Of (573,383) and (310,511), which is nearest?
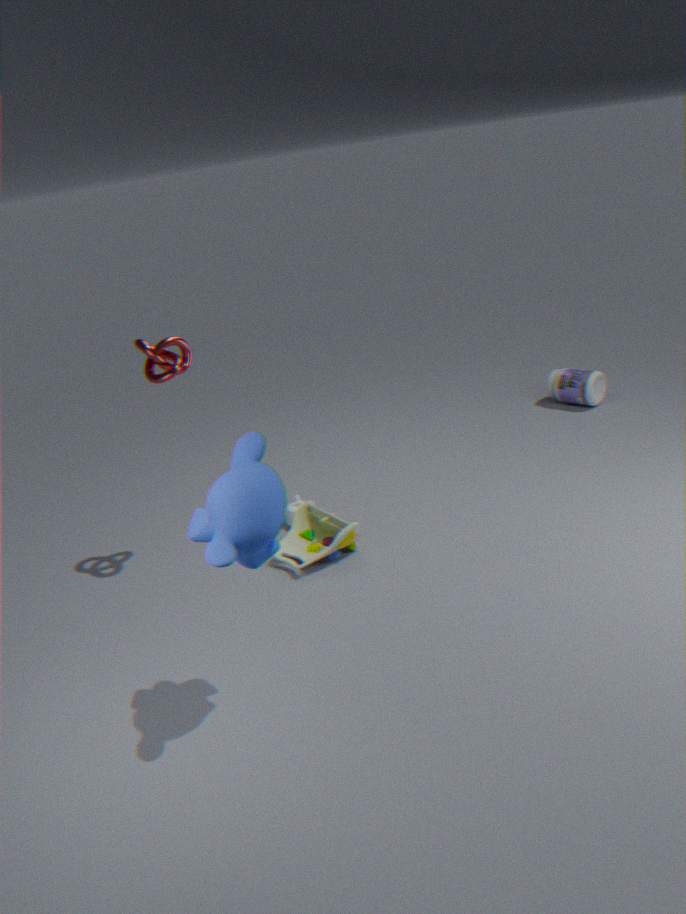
(310,511)
